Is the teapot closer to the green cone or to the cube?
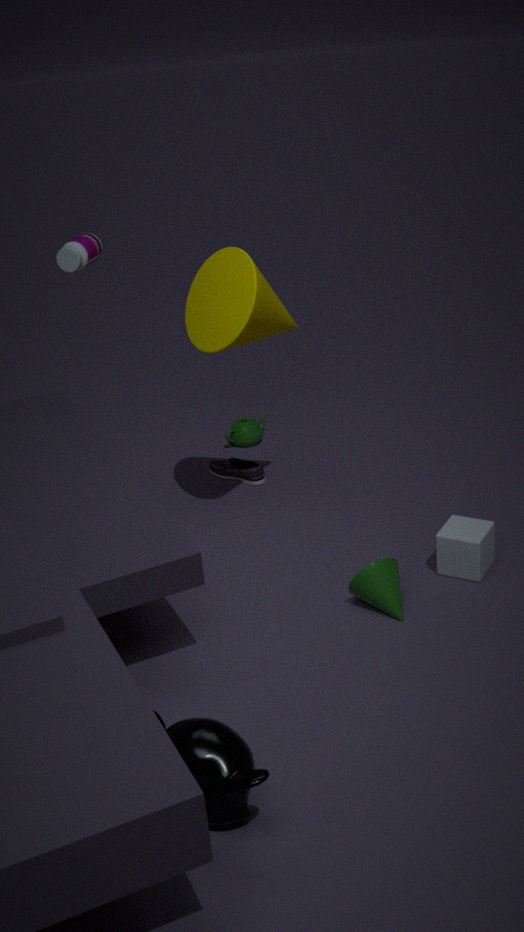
the cube
